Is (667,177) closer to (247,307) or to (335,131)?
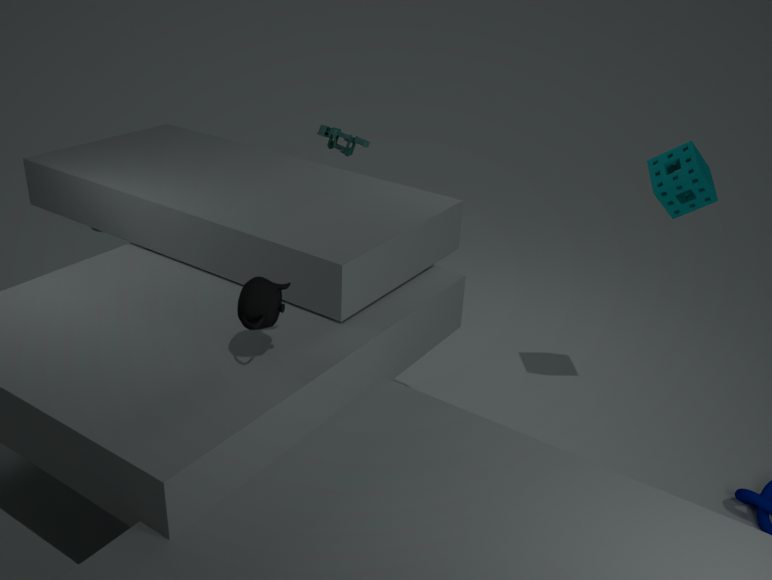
(247,307)
